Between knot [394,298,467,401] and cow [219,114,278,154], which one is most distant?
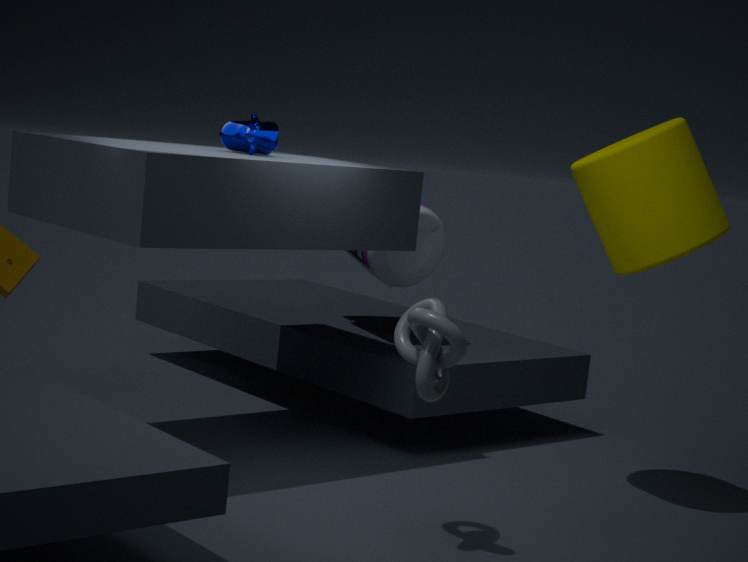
cow [219,114,278,154]
